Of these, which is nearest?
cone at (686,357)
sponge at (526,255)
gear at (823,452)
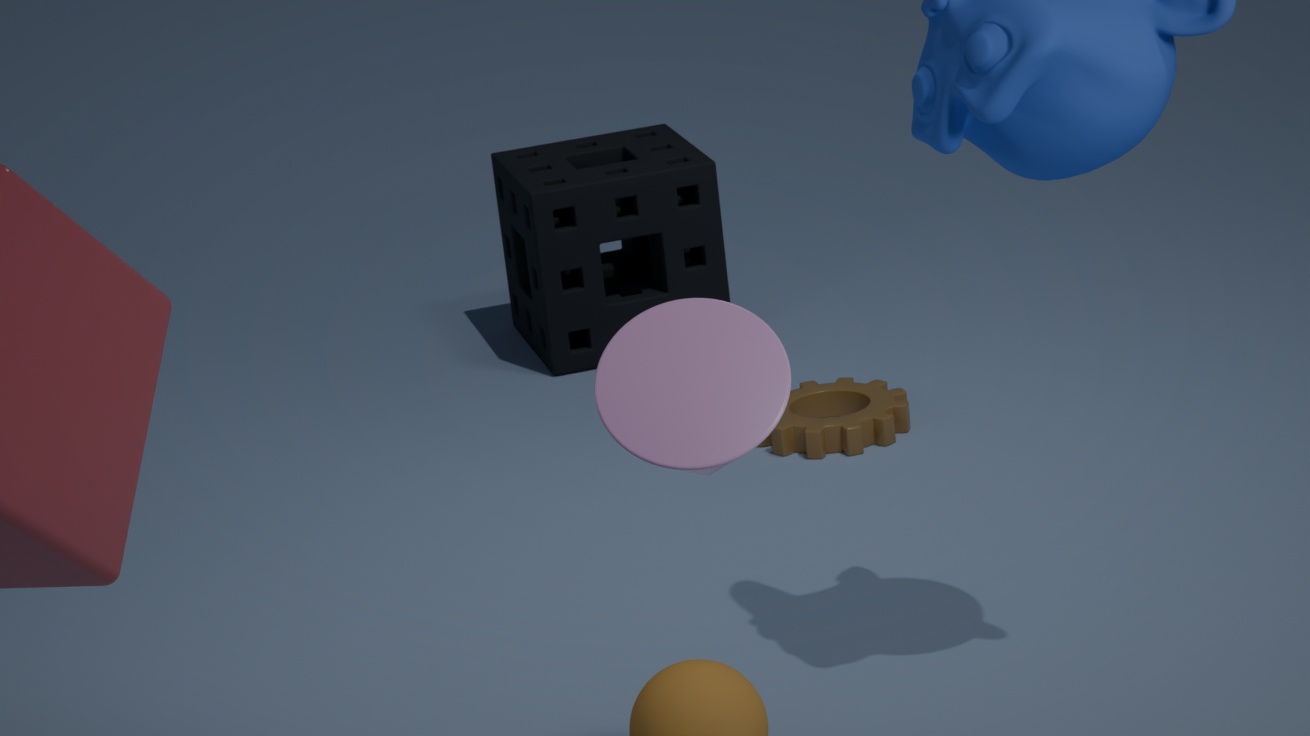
cone at (686,357)
